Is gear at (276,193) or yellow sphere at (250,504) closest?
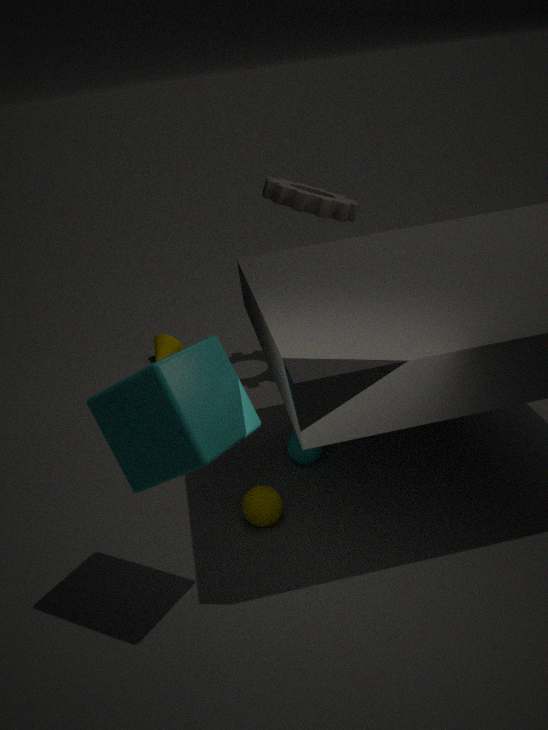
yellow sphere at (250,504)
